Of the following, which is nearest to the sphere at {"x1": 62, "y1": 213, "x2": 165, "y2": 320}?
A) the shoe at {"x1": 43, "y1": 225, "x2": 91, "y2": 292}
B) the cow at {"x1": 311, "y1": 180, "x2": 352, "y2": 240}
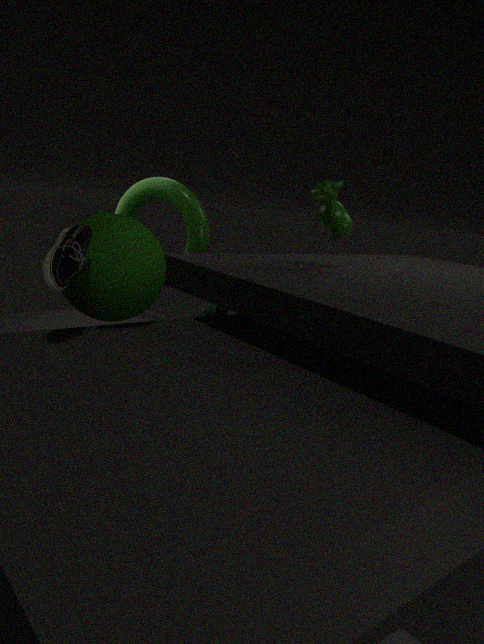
the shoe at {"x1": 43, "y1": 225, "x2": 91, "y2": 292}
